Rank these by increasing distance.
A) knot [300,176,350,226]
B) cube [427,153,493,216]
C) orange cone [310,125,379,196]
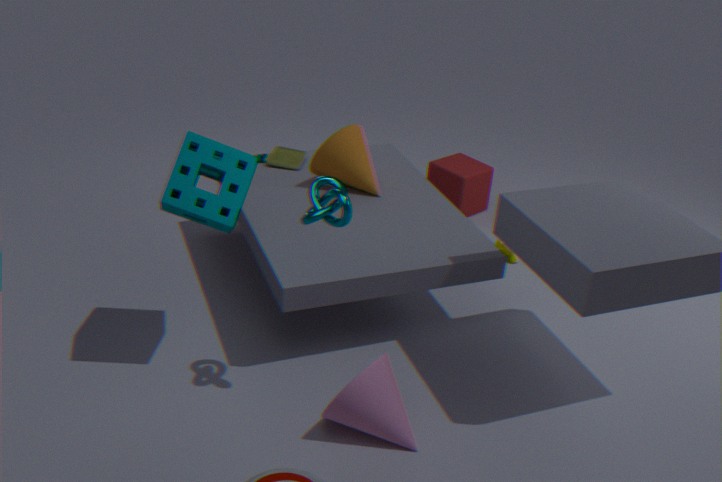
1. knot [300,176,350,226]
2. orange cone [310,125,379,196]
3. cube [427,153,493,216]
